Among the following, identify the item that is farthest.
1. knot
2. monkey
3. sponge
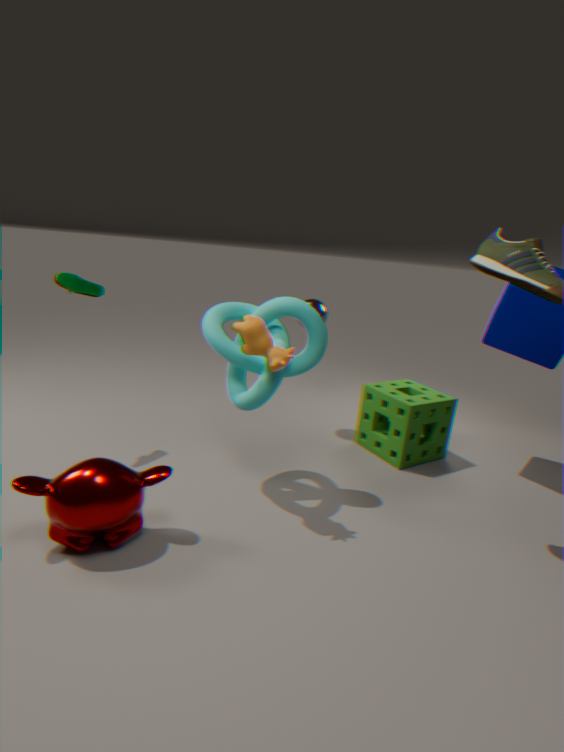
sponge
